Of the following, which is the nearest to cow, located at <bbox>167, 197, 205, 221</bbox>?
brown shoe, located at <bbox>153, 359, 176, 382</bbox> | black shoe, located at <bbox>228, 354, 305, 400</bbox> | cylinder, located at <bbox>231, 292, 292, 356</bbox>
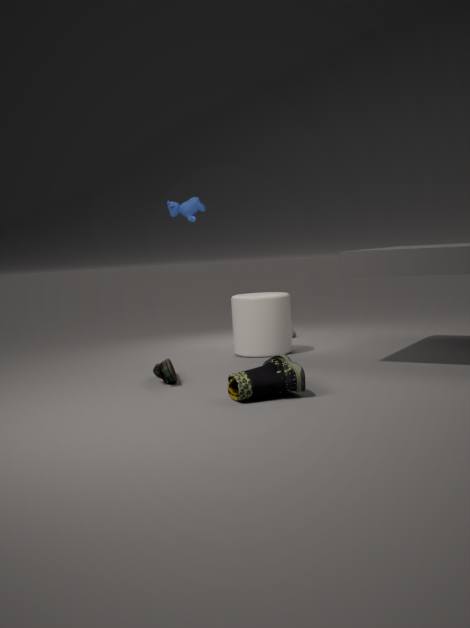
cylinder, located at <bbox>231, 292, 292, 356</bbox>
